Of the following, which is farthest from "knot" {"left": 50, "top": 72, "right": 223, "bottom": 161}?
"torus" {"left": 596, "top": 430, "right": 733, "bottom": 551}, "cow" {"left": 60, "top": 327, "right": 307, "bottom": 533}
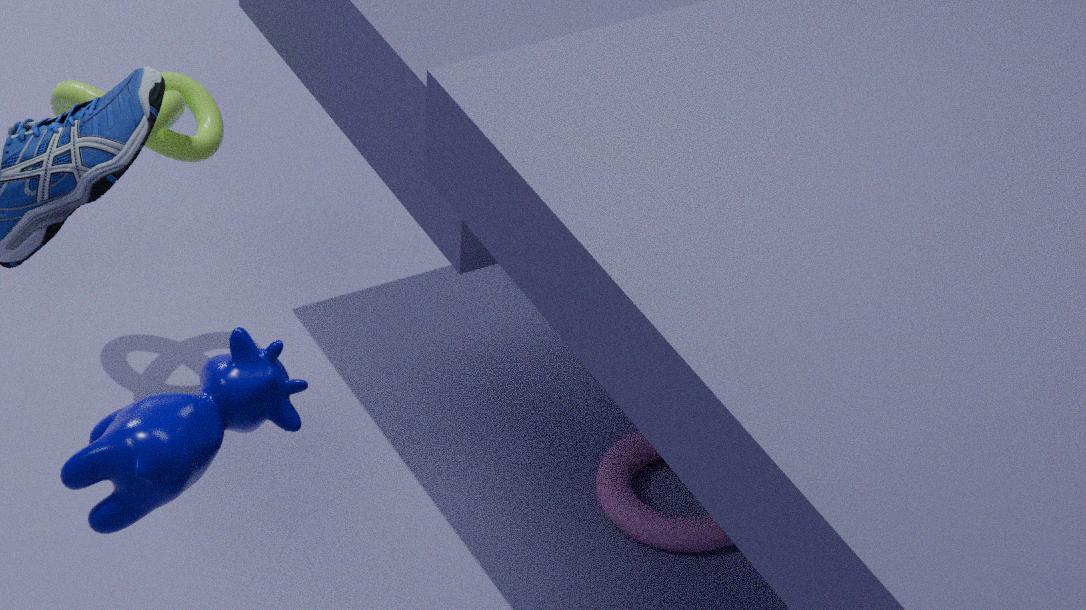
"cow" {"left": 60, "top": 327, "right": 307, "bottom": 533}
